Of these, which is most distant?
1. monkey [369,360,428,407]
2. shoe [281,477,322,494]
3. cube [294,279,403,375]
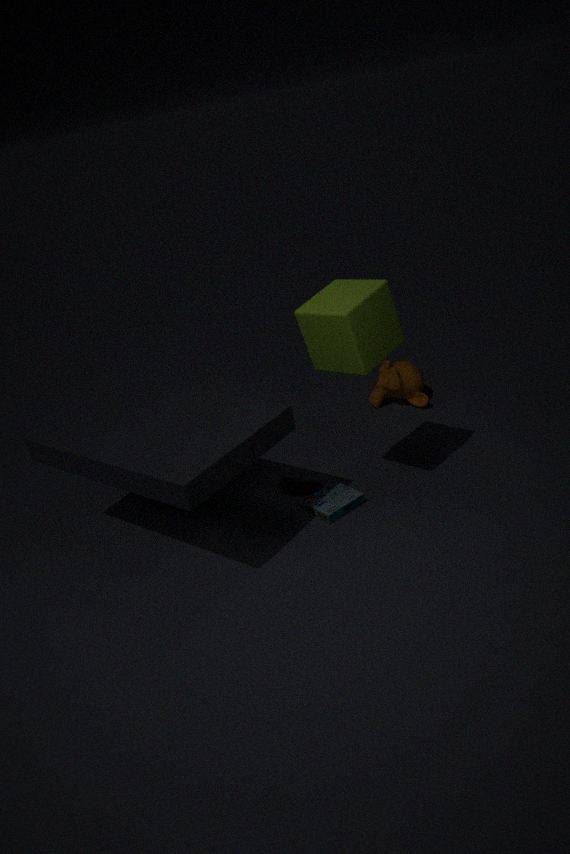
monkey [369,360,428,407]
